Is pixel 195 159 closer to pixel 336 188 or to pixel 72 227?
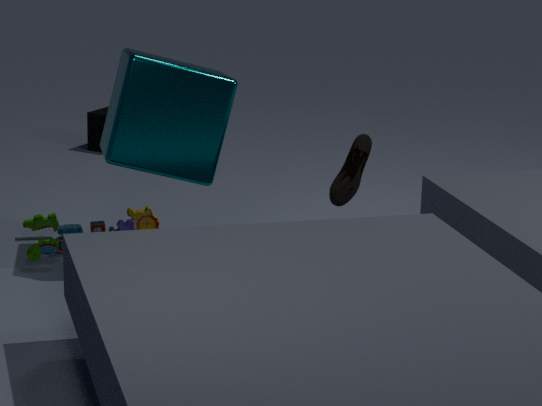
pixel 72 227
